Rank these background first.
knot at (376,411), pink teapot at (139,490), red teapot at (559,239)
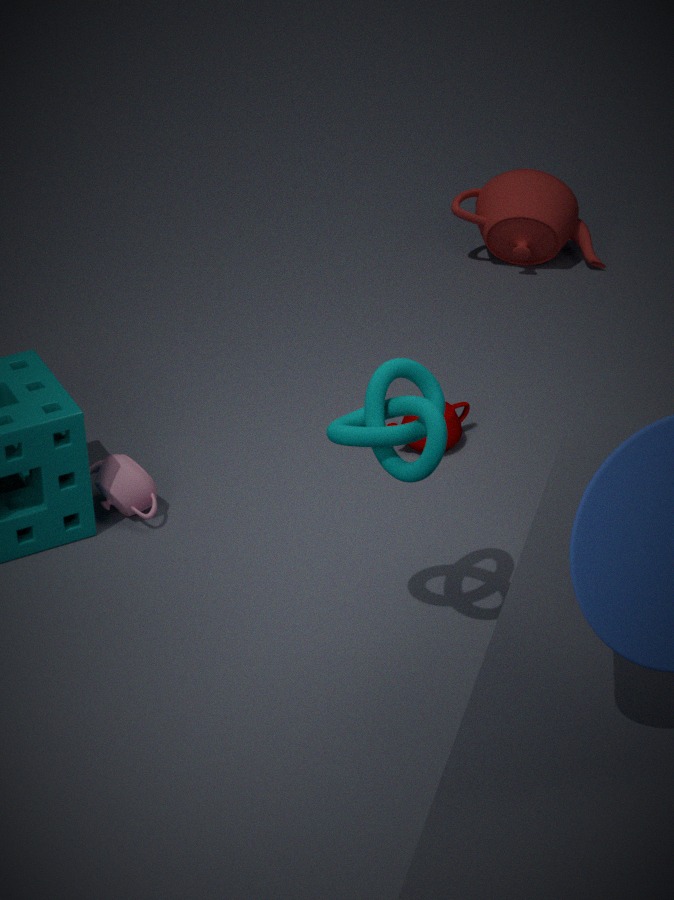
red teapot at (559,239) < pink teapot at (139,490) < knot at (376,411)
